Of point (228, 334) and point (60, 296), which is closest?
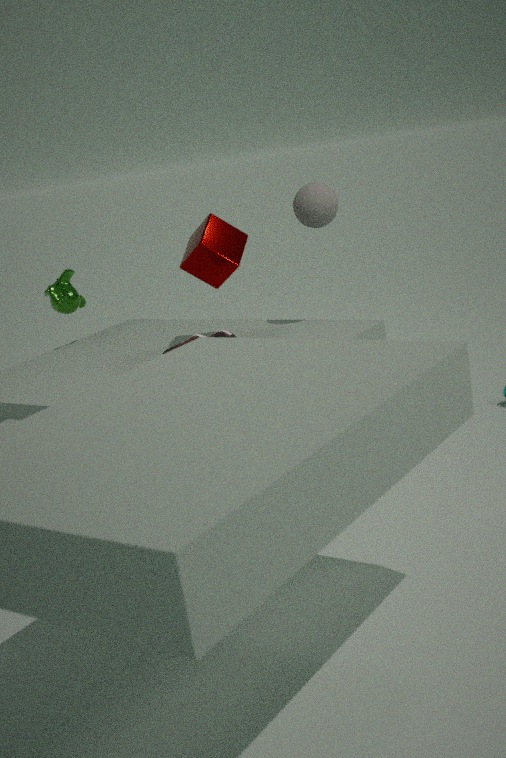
point (228, 334)
